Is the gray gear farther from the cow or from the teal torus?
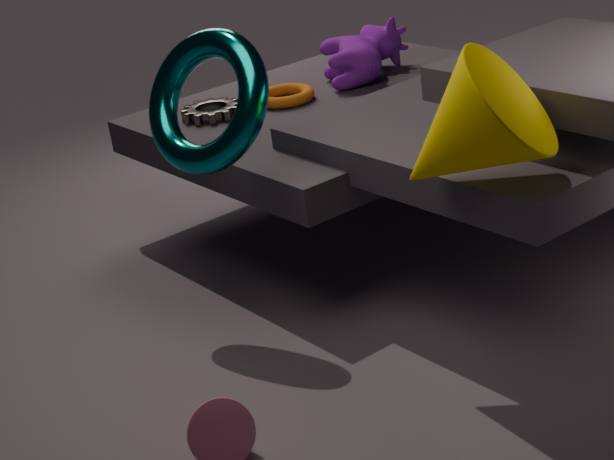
the teal torus
